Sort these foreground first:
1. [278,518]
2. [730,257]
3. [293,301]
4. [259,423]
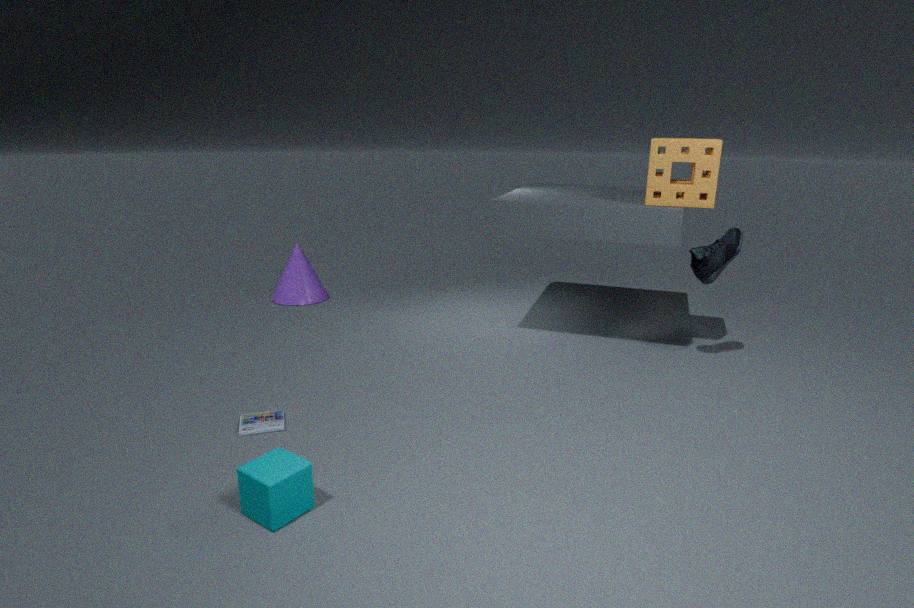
[278,518]
[259,423]
[730,257]
[293,301]
